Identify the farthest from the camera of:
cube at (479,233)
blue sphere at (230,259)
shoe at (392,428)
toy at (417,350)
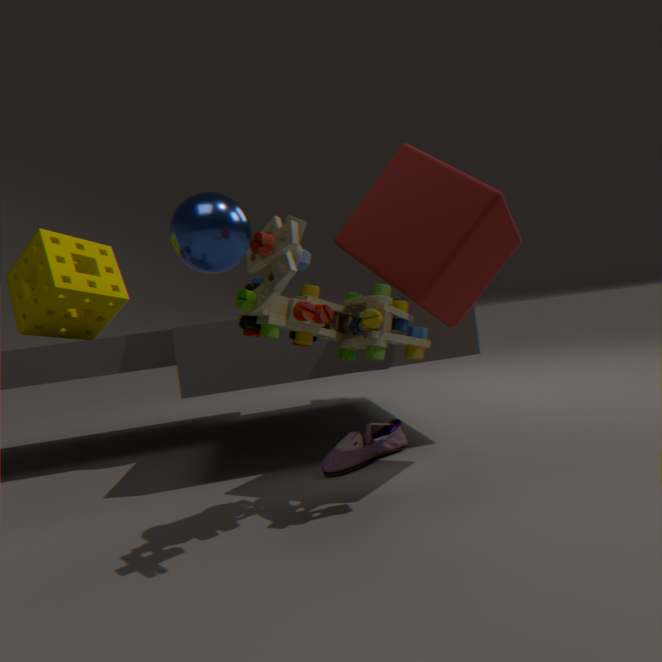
blue sphere at (230,259)
